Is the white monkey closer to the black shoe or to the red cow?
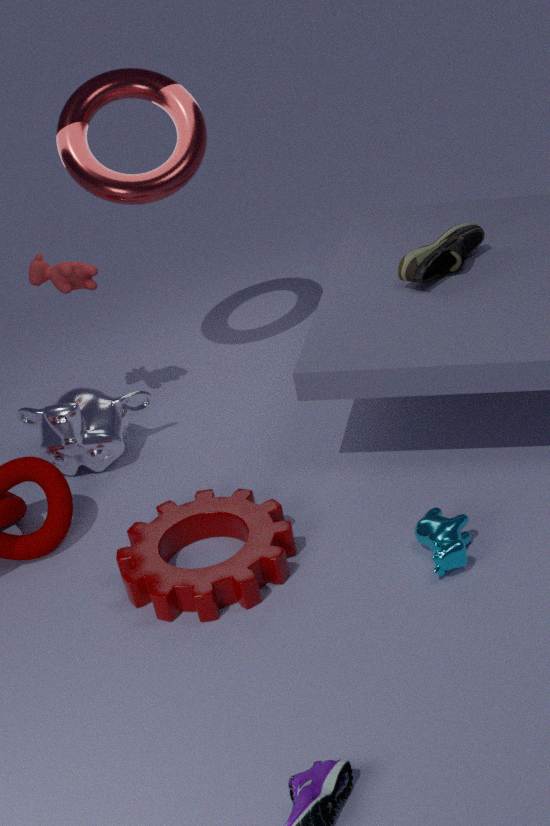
→ the red cow
